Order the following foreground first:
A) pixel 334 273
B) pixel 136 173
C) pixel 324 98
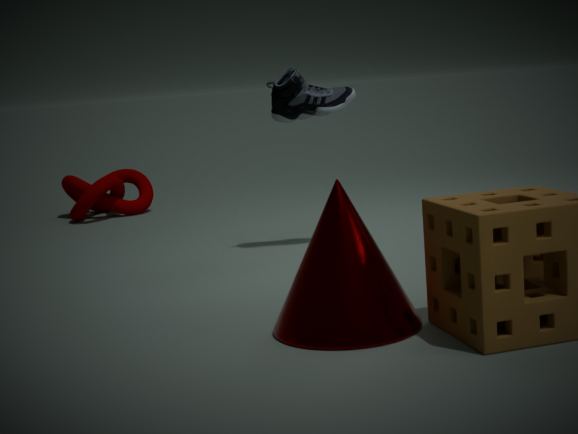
1. pixel 334 273
2. pixel 324 98
3. pixel 136 173
